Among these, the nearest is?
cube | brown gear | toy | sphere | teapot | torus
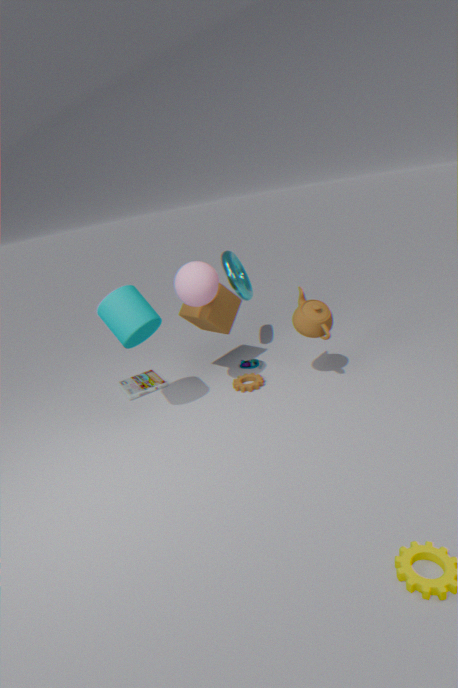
sphere
